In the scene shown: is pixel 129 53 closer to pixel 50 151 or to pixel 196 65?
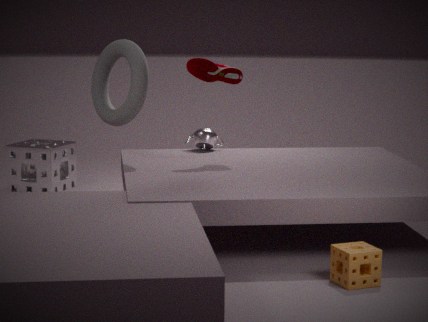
pixel 196 65
